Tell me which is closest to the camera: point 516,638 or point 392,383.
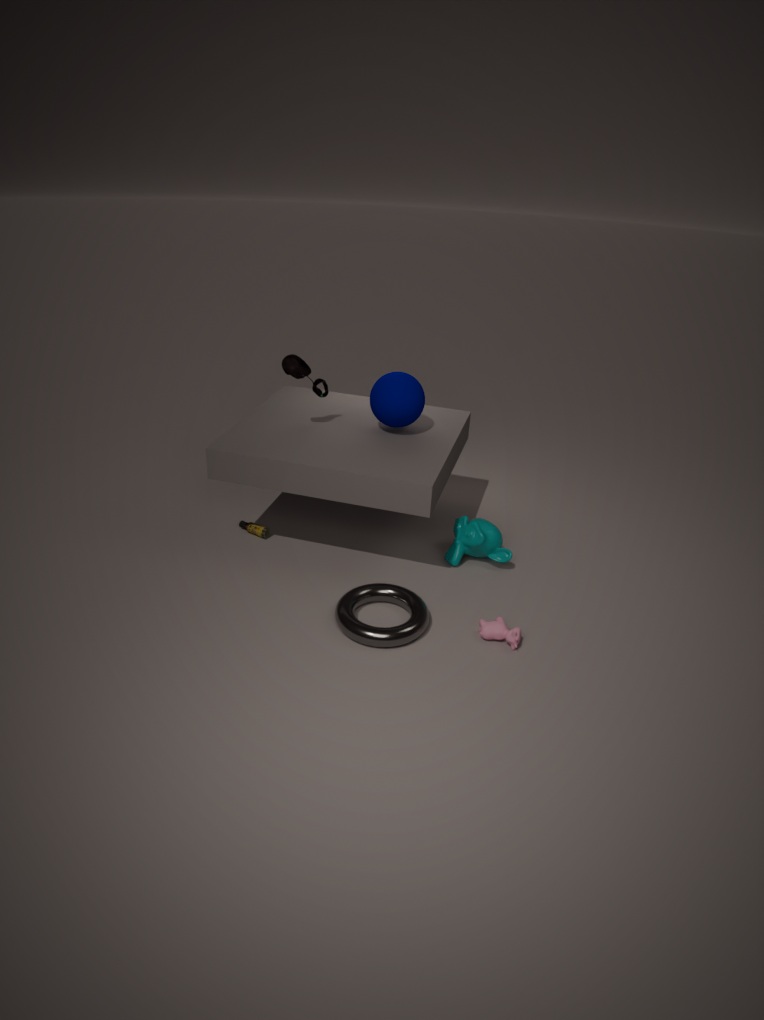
point 516,638
